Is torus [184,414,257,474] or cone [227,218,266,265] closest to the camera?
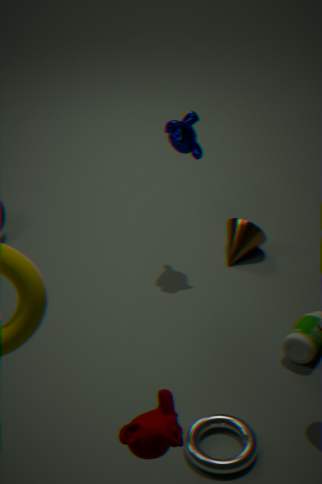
torus [184,414,257,474]
